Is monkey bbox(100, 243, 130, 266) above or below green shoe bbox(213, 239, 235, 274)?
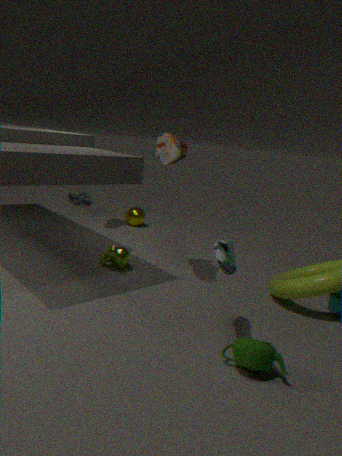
below
